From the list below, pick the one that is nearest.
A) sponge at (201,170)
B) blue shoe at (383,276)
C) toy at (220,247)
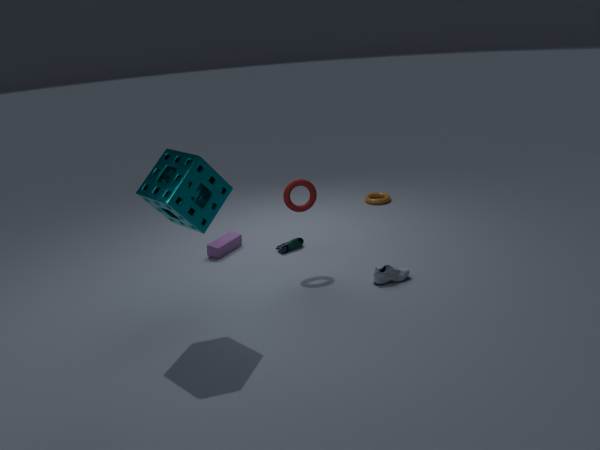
sponge at (201,170)
